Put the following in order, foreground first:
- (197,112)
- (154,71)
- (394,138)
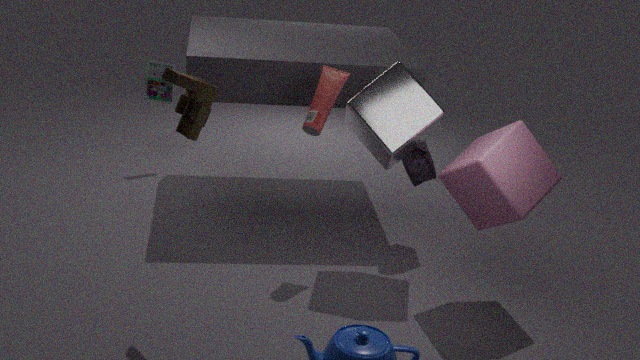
(197,112) < (394,138) < (154,71)
